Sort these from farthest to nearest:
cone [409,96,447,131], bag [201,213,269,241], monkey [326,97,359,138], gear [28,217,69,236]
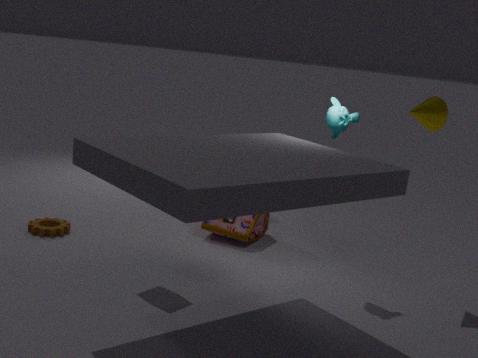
bag [201,213,269,241]
gear [28,217,69,236]
cone [409,96,447,131]
monkey [326,97,359,138]
